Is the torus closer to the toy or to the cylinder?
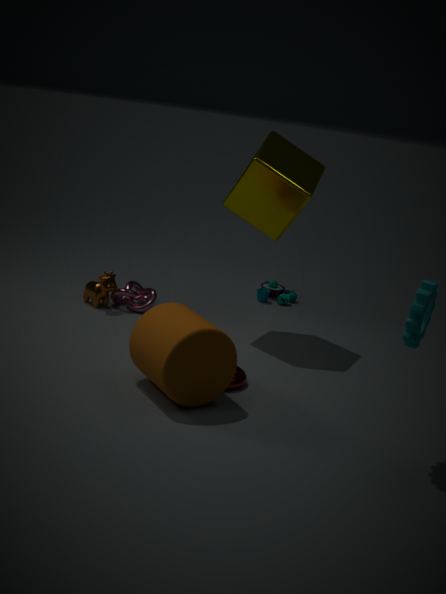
the cylinder
